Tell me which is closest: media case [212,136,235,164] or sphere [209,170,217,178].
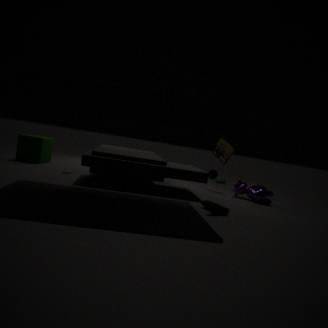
media case [212,136,235,164]
